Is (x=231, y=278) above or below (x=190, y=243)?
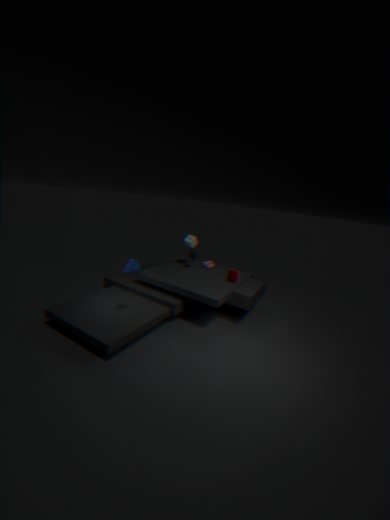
below
